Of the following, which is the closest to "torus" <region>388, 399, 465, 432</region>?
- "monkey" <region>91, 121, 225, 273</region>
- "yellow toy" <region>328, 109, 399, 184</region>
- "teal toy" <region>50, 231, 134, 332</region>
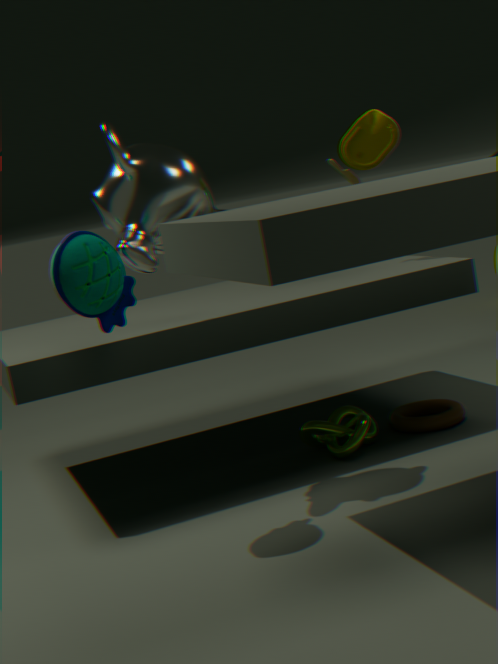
"yellow toy" <region>328, 109, 399, 184</region>
